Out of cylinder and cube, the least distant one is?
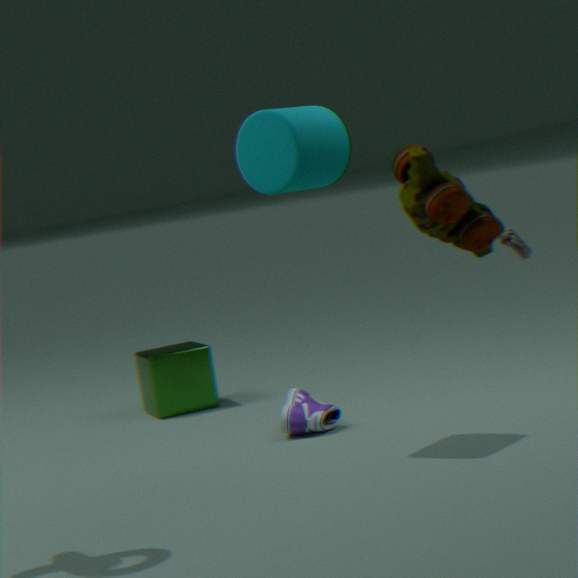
cylinder
